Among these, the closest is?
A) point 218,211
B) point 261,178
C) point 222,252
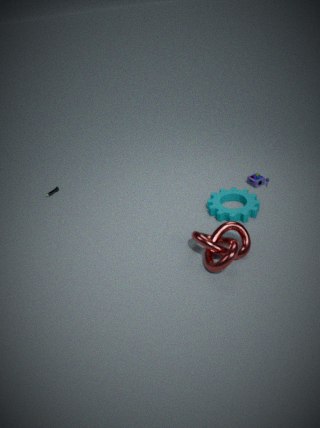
point 222,252
